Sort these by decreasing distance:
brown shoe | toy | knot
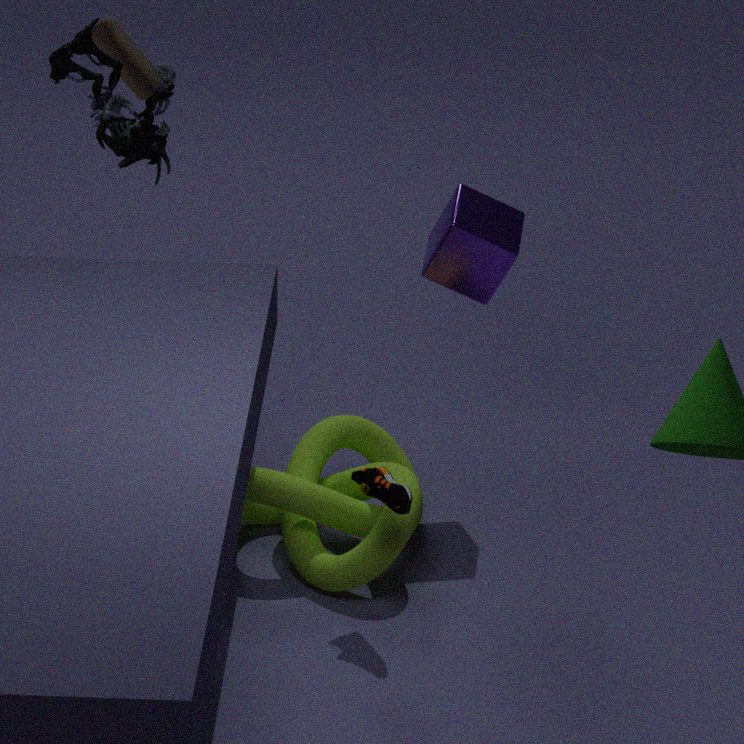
toy < knot < brown shoe
